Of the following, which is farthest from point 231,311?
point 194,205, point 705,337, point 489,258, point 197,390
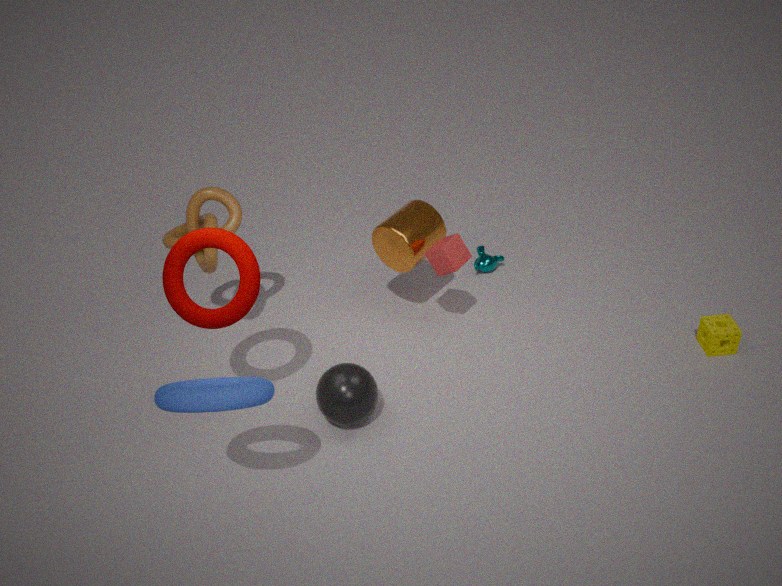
point 705,337
